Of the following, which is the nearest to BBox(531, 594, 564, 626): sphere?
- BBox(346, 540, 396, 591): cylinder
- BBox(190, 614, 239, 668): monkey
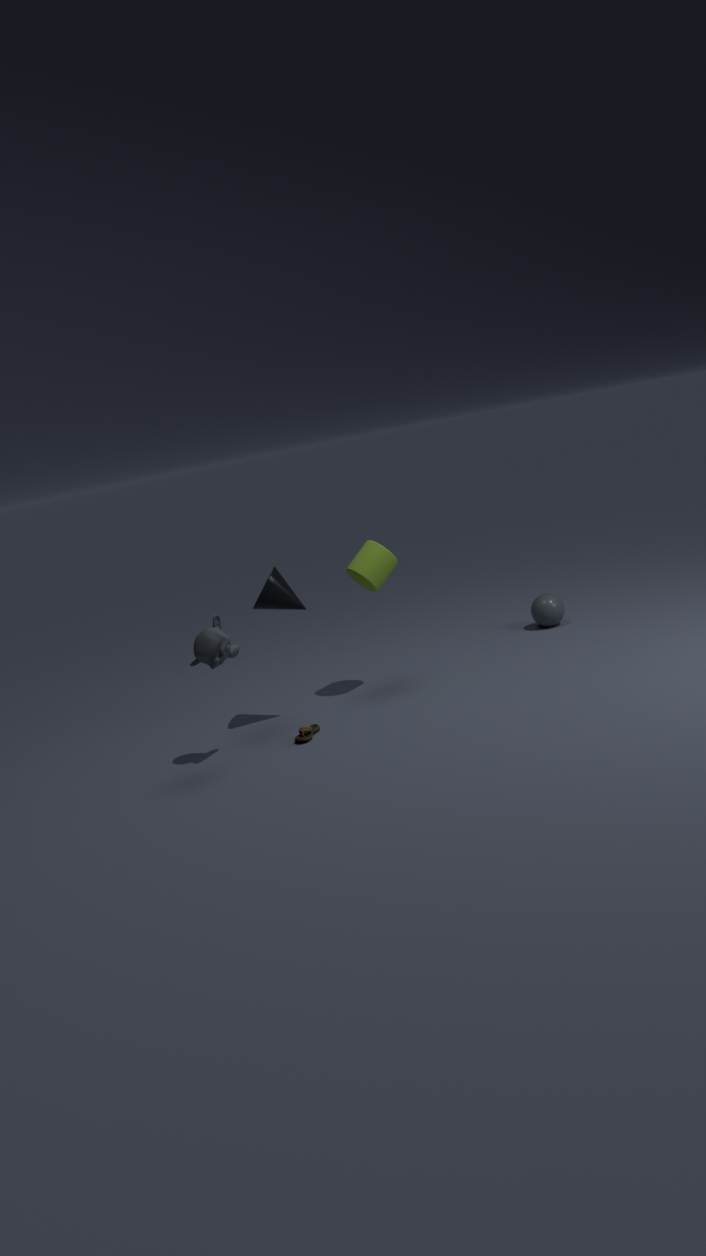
BBox(346, 540, 396, 591): cylinder
